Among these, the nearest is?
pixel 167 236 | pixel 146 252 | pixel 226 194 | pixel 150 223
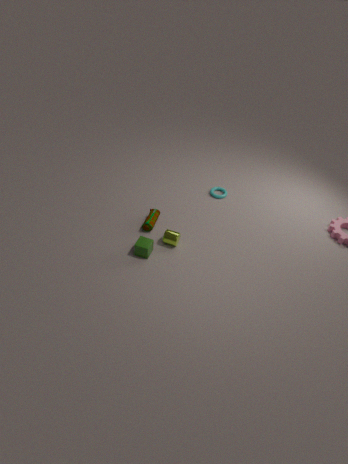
pixel 146 252
